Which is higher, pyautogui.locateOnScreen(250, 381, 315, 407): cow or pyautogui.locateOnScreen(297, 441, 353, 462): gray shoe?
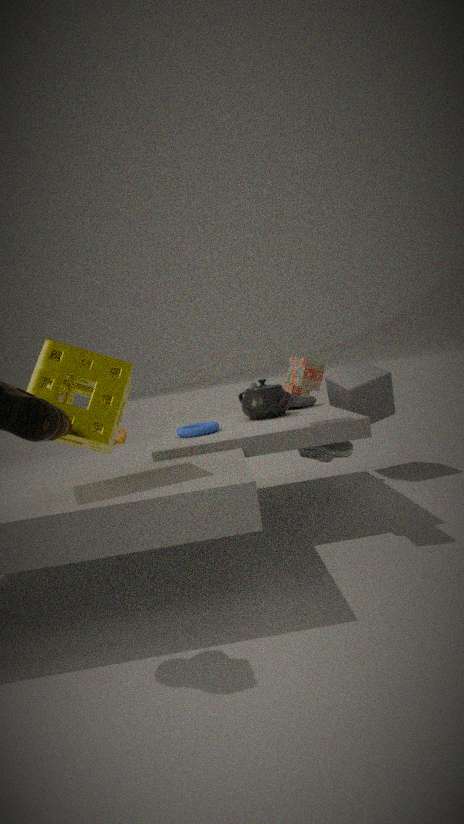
pyautogui.locateOnScreen(250, 381, 315, 407): cow
